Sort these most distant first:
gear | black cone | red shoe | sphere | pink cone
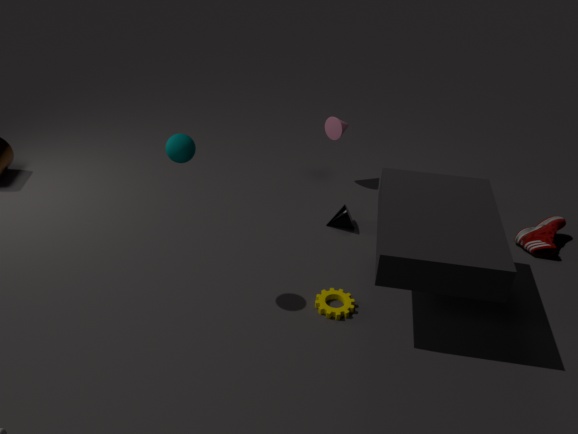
pink cone → black cone → red shoe → gear → sphere
